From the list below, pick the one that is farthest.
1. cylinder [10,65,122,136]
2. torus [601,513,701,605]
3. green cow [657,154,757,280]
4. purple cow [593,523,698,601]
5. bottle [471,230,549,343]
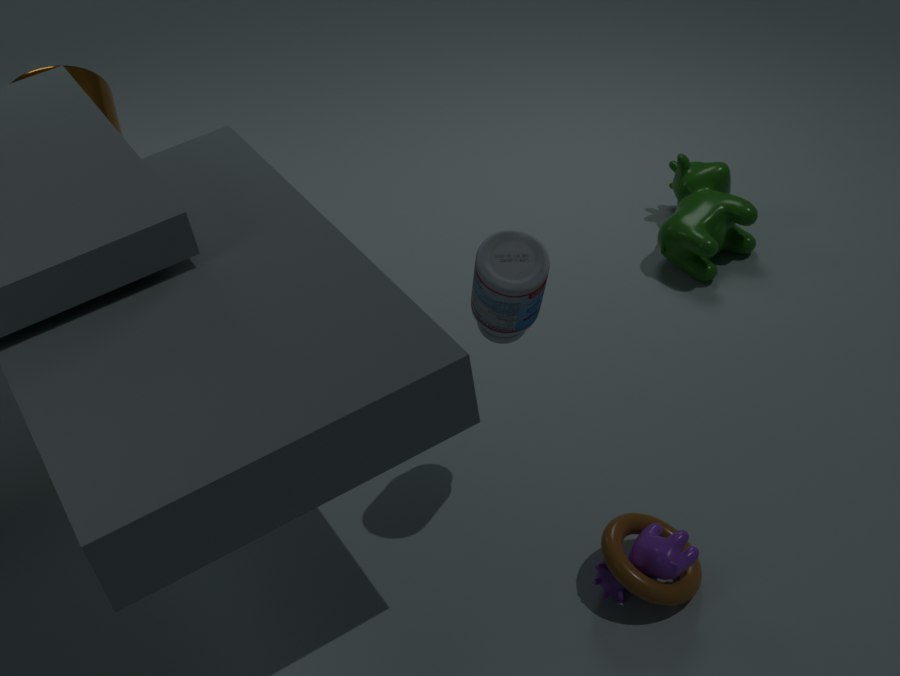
green cow [657,154,757,280]
